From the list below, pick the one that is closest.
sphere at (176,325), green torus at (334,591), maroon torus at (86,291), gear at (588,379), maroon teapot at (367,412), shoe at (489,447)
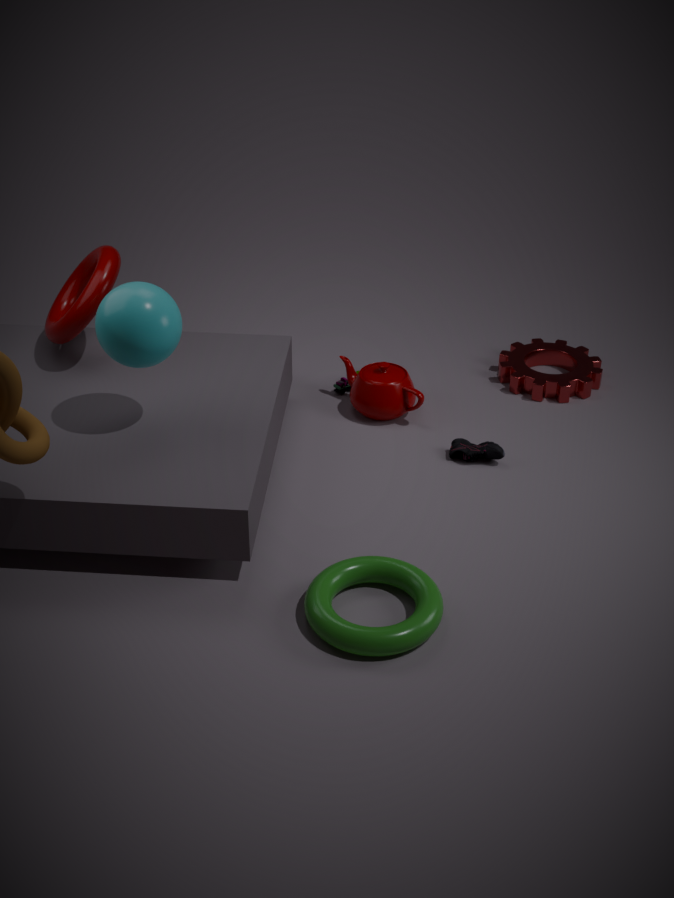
green torus at (334,591)
